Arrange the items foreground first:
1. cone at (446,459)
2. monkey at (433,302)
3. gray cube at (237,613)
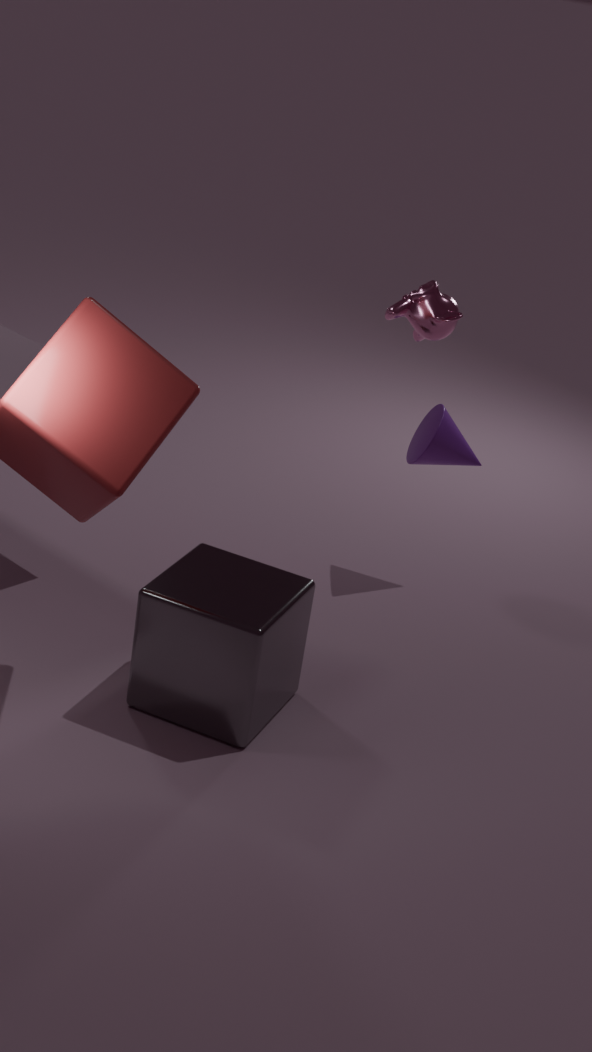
1. gray cube at (237,613)
2. monkey at (433,302)
3. cone at (446,459)
